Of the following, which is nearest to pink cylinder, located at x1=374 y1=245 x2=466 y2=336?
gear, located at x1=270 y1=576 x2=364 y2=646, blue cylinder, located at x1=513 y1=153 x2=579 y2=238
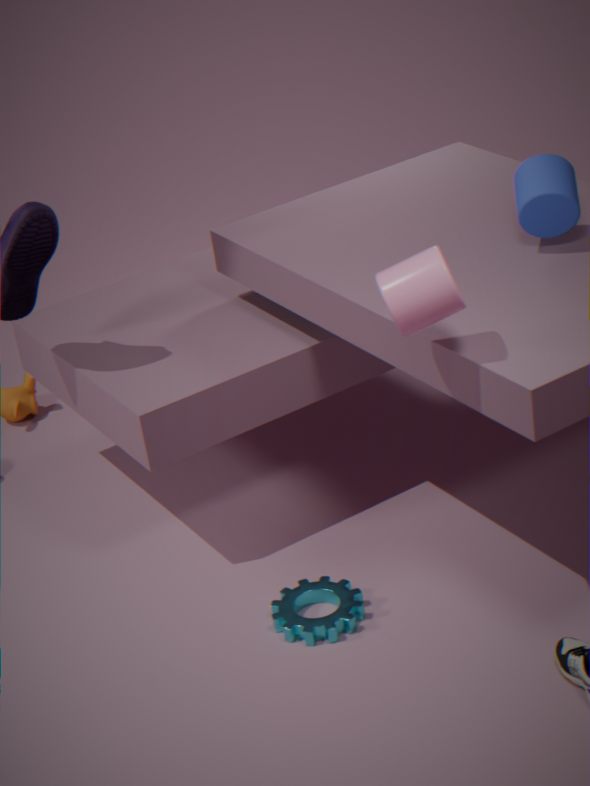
blue cylinder, located at x1=513 y1=153 x2=579 y2=238
